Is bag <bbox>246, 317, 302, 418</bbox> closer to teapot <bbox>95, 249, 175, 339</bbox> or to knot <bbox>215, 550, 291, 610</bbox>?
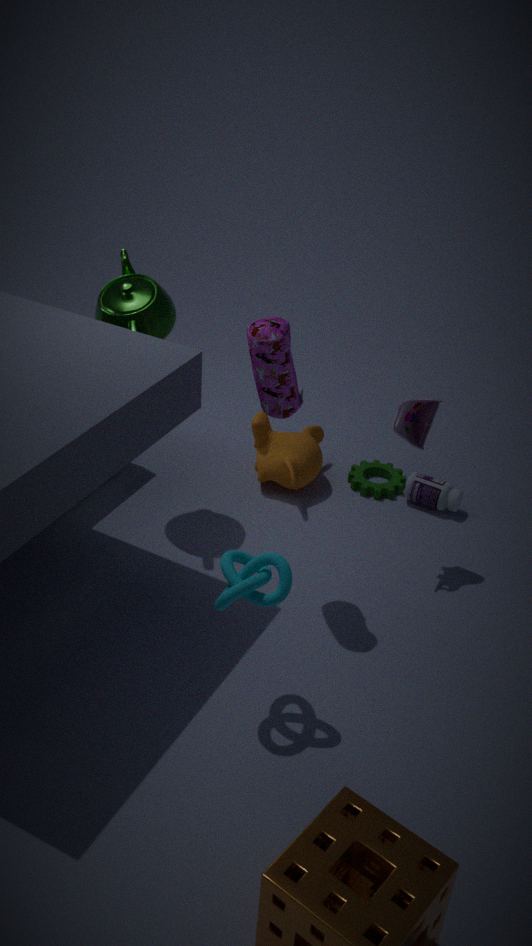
teapot <bbox>95, 249, 175, 339</bbox>
